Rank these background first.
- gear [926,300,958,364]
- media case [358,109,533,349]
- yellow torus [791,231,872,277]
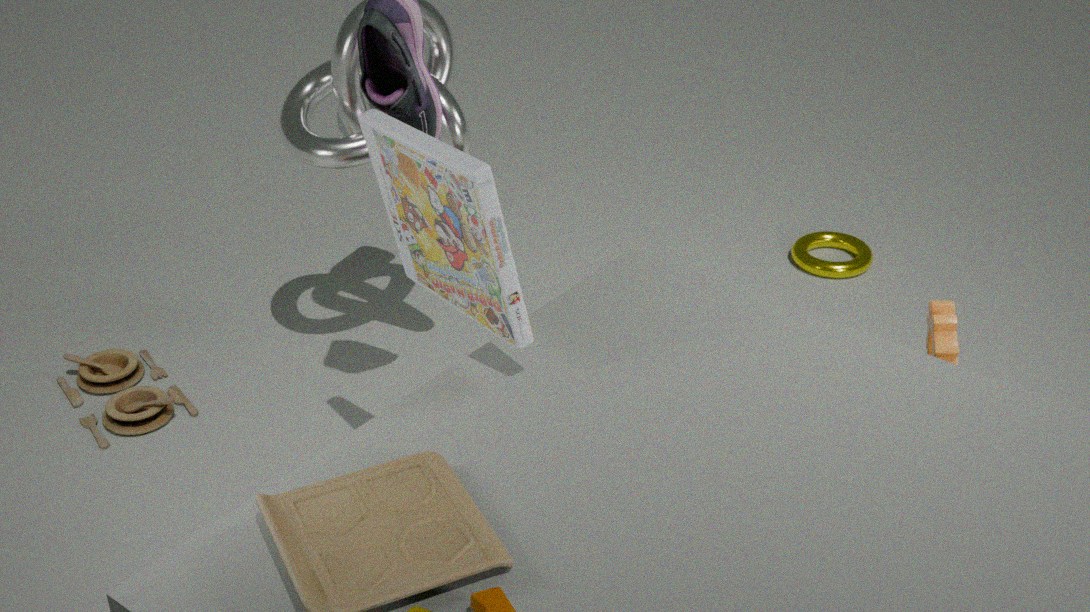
yellow torus [791,231,872,277] < gear [926,300,958,364] < media case [358,109,533,349]
